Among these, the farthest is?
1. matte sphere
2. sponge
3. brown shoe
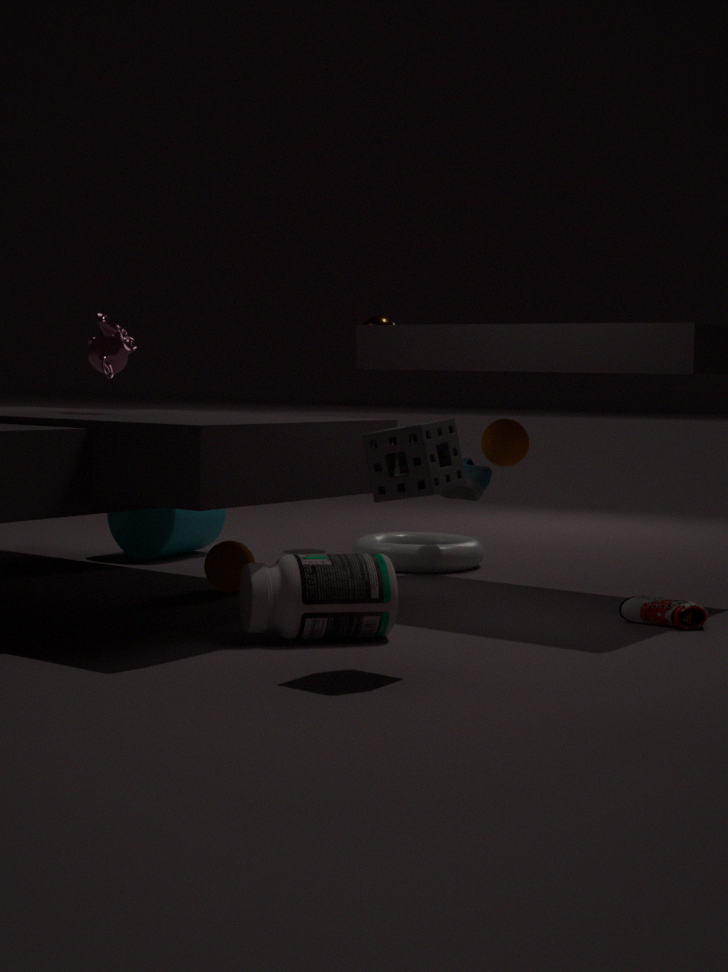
Result: matte sphere
